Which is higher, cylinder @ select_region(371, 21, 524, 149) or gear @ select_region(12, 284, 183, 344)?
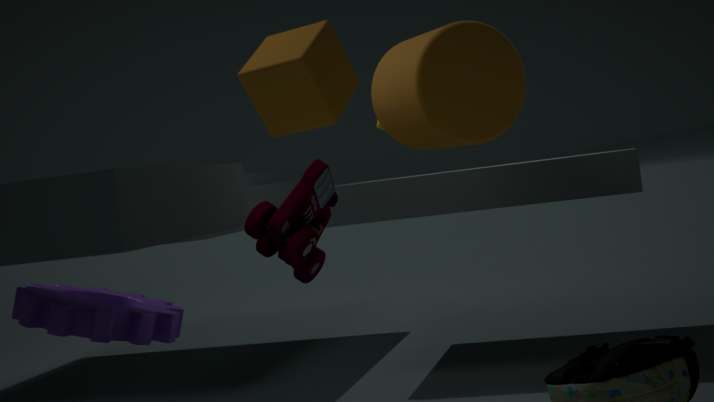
cylinder @ select_region(371, 21, 524, 149)
